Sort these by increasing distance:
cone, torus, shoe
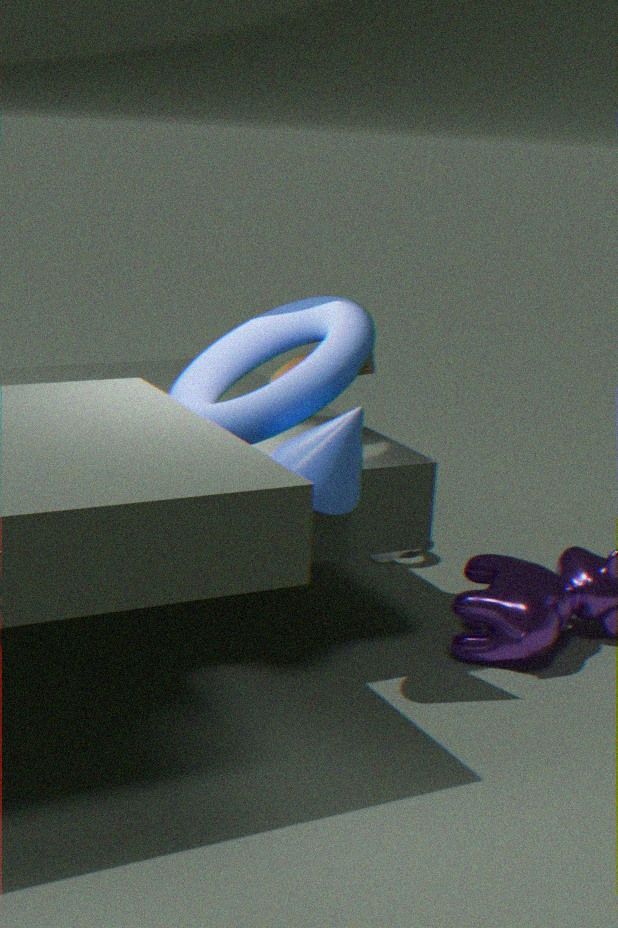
cone < torus < shoe
